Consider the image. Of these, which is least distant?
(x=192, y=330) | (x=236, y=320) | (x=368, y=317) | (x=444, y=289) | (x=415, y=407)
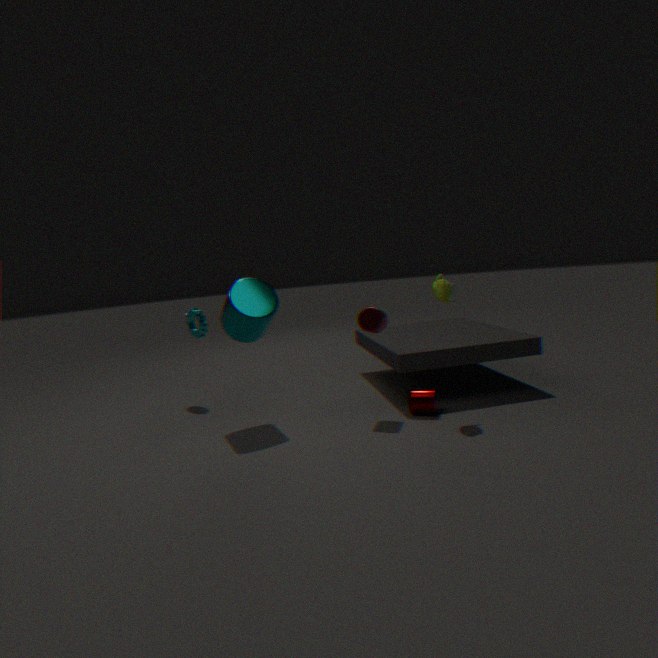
(x=444, y=289)
